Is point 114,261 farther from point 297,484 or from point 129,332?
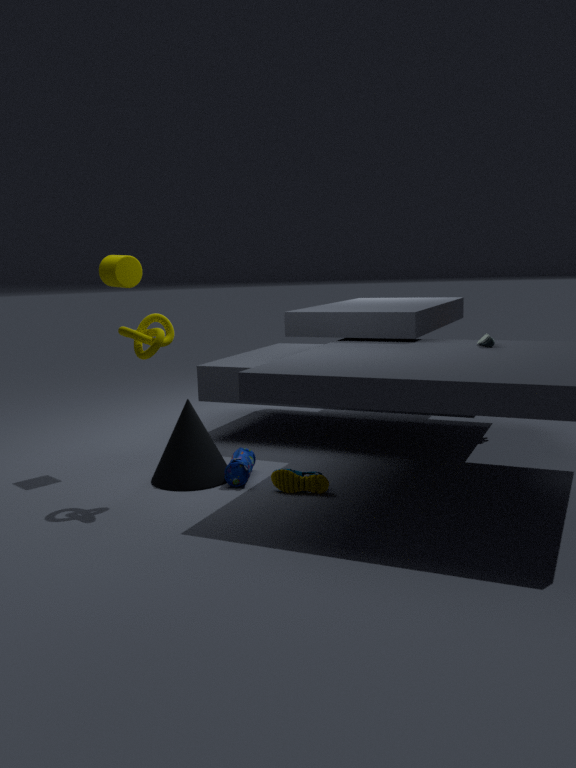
point 297,484
